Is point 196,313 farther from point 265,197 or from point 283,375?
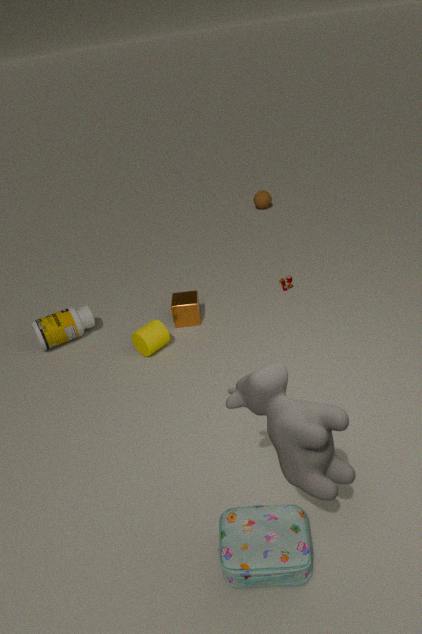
point 265,197
